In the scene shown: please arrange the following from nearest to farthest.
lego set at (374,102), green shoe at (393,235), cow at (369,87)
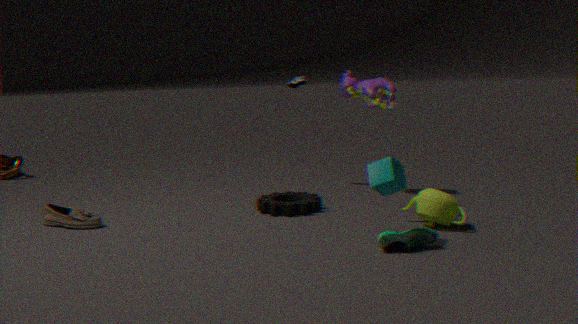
green shoe at (393,235) → lego set at (374,102) → cow at (369,87)
